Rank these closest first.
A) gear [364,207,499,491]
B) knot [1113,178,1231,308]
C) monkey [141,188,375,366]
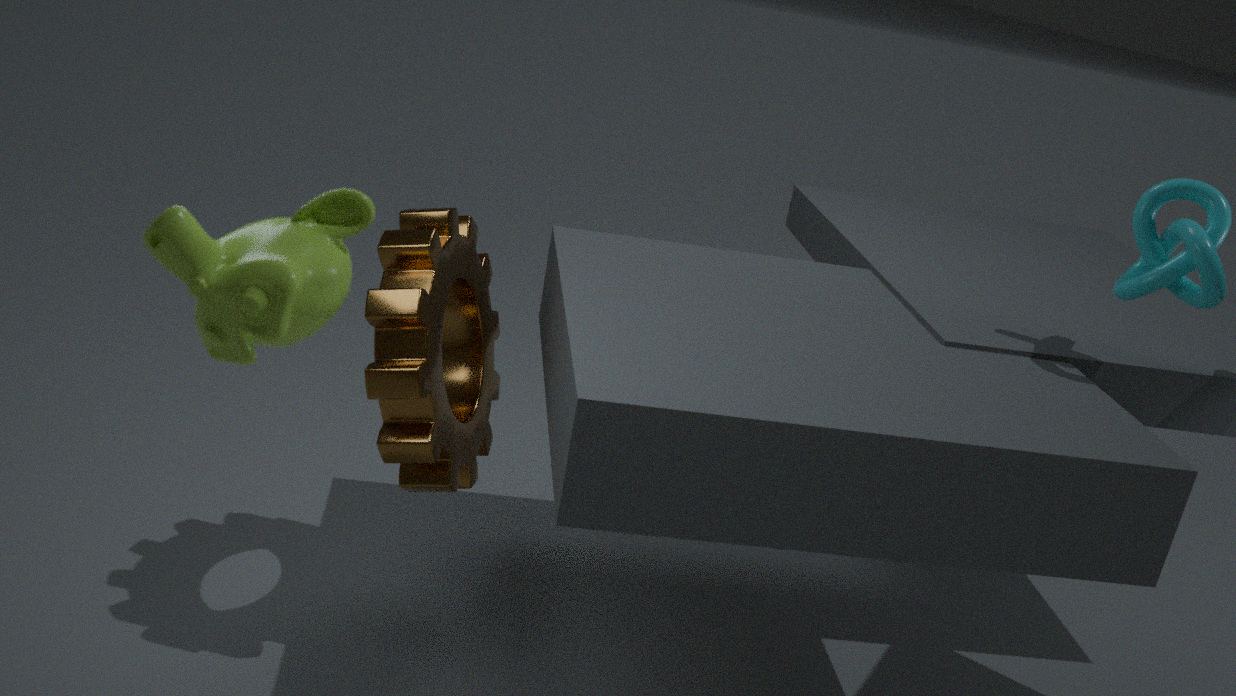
monkey [141,188,375,366]
gear [364,207,499,491]
knot [1113,178,1231,308]
